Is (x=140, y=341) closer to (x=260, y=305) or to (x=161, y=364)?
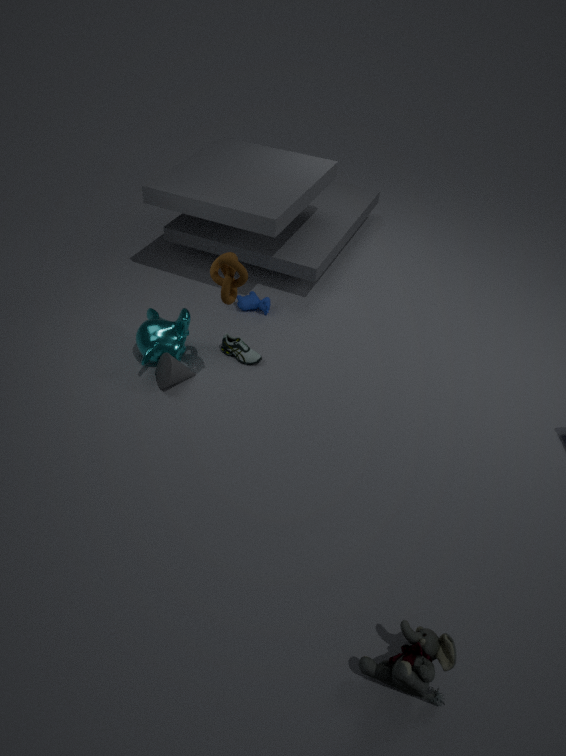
(x=161, y=364)
